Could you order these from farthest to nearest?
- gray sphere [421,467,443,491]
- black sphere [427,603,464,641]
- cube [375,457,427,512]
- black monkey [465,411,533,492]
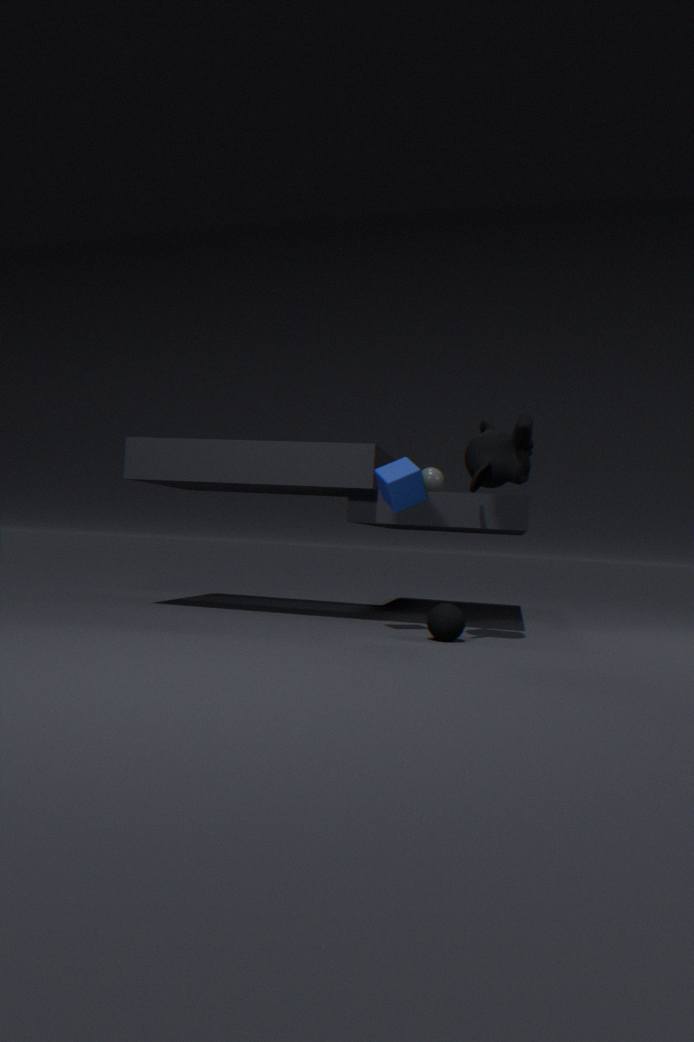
gray sphere [421,467,443,491]
cube [375,457,427,512]
black sphere [427,603,464,641]
black monkey [465,411,533,492]
